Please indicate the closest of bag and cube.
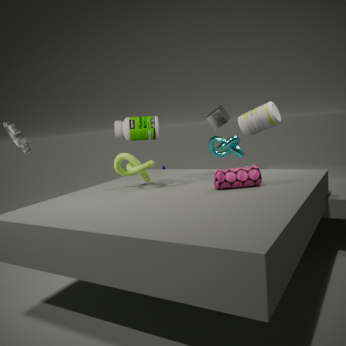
bag
